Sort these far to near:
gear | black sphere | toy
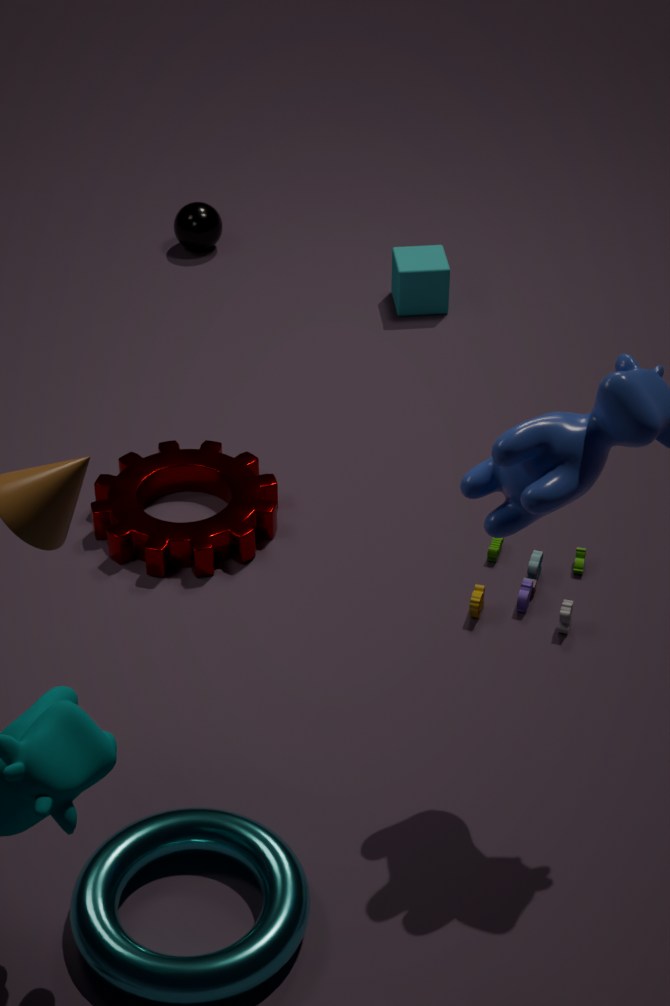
1. black sphere
2. gear
3. toy
